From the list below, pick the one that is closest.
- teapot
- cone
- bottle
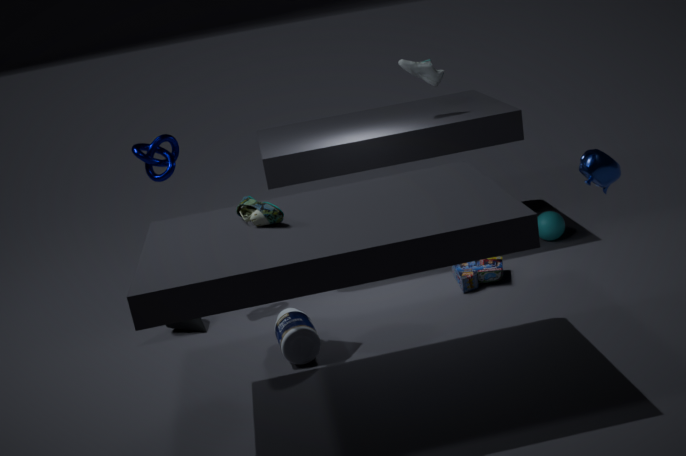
teapot
